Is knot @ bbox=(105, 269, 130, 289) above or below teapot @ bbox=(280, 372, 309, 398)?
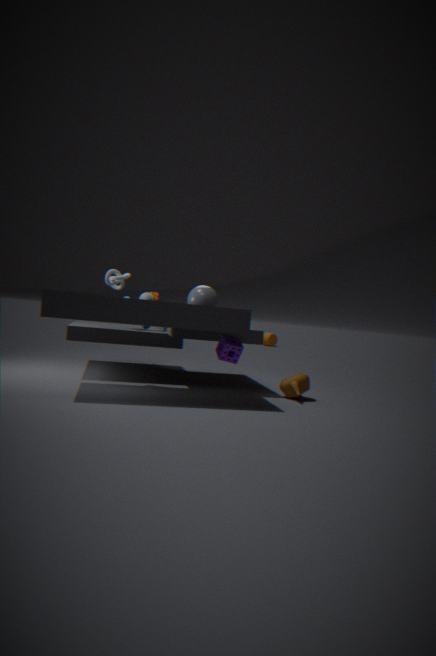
above
